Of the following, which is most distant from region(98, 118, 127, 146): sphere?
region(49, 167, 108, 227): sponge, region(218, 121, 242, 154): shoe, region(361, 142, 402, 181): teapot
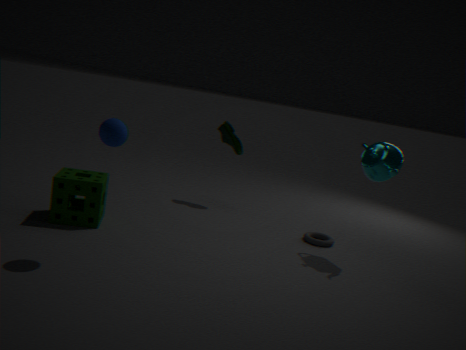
region(361, 142, 402, 181): teapot
